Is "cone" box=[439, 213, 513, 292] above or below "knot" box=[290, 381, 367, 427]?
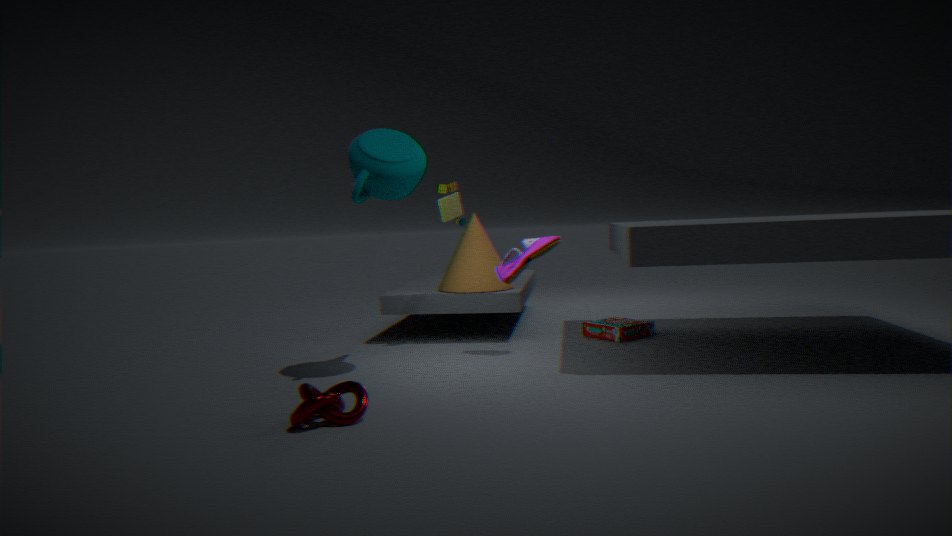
above
